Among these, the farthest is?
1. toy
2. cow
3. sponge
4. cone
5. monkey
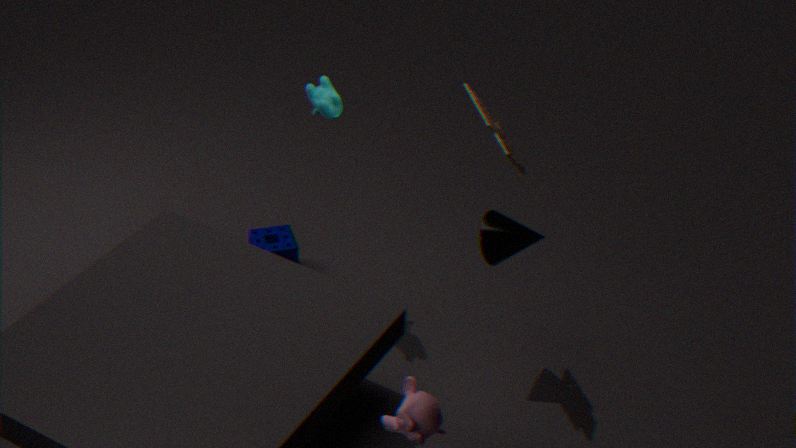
sponge
